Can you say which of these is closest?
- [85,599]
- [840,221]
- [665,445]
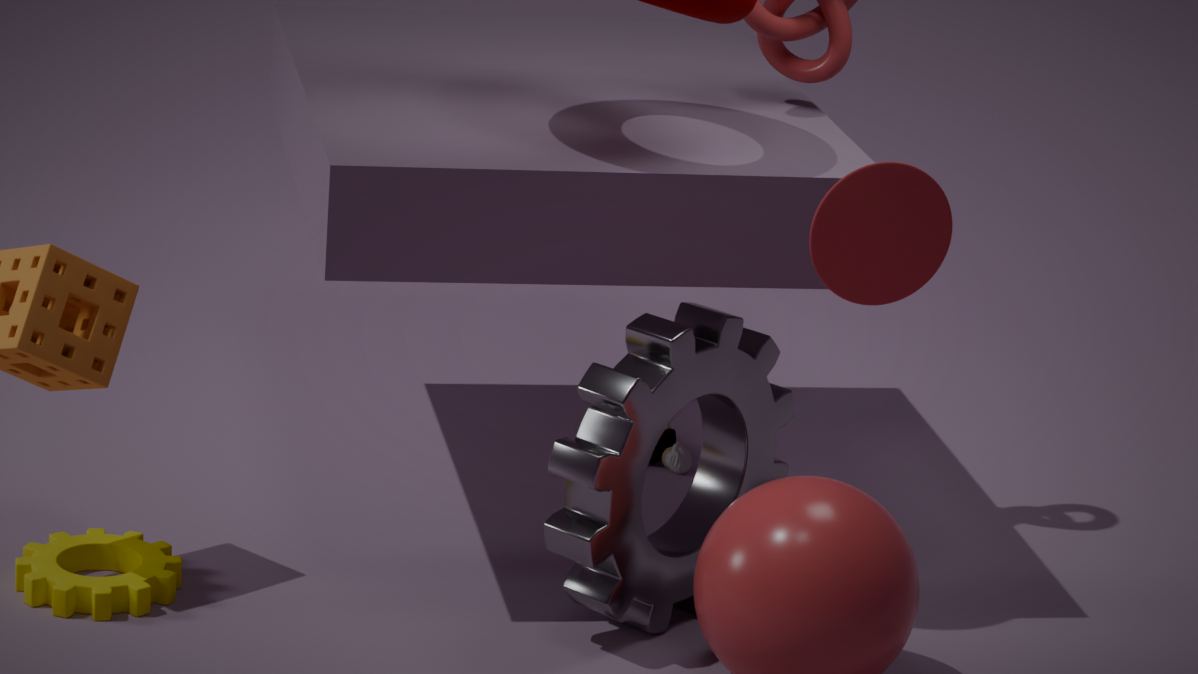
[840,221]
